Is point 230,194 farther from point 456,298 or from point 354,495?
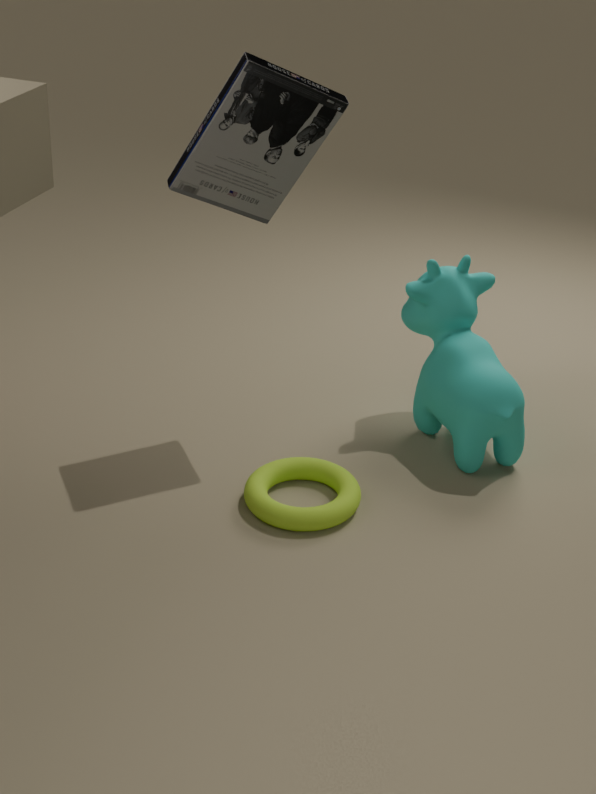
point 354,495
